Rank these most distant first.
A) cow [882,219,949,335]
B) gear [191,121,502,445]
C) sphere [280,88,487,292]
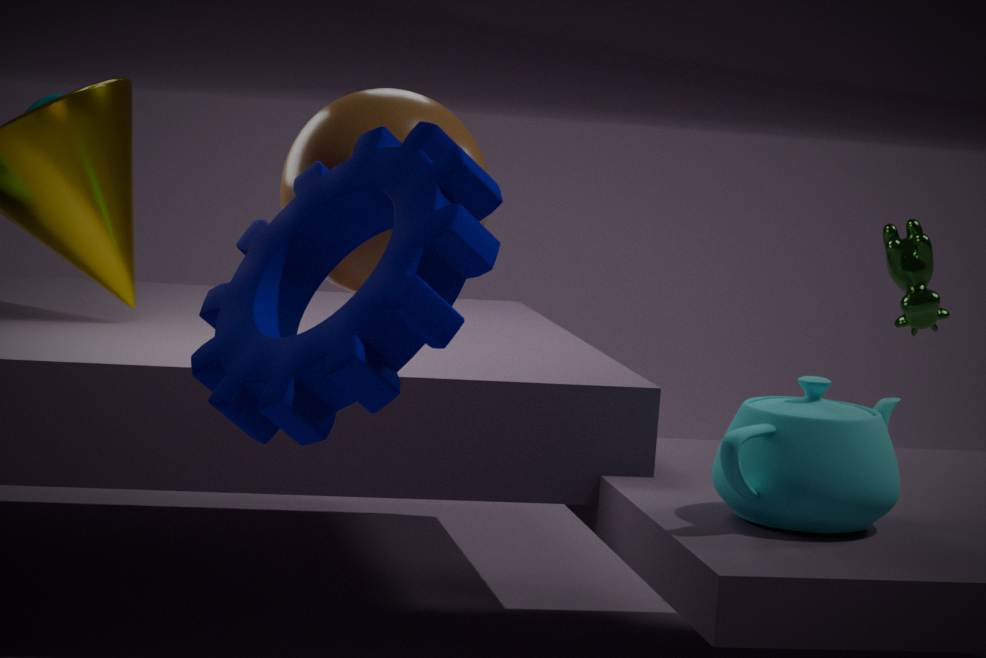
1. cow [882,219,949,335]
2. sphere [280,88,487,292]
3. gear [191,121,502,445]
